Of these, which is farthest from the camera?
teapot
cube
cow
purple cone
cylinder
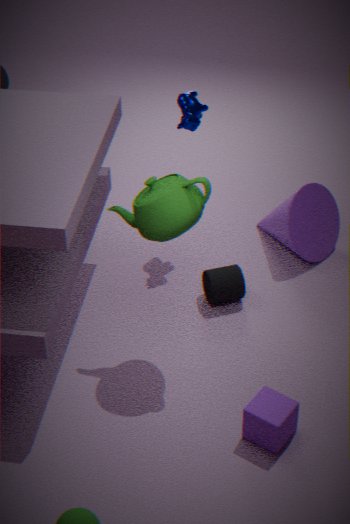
purple cone
